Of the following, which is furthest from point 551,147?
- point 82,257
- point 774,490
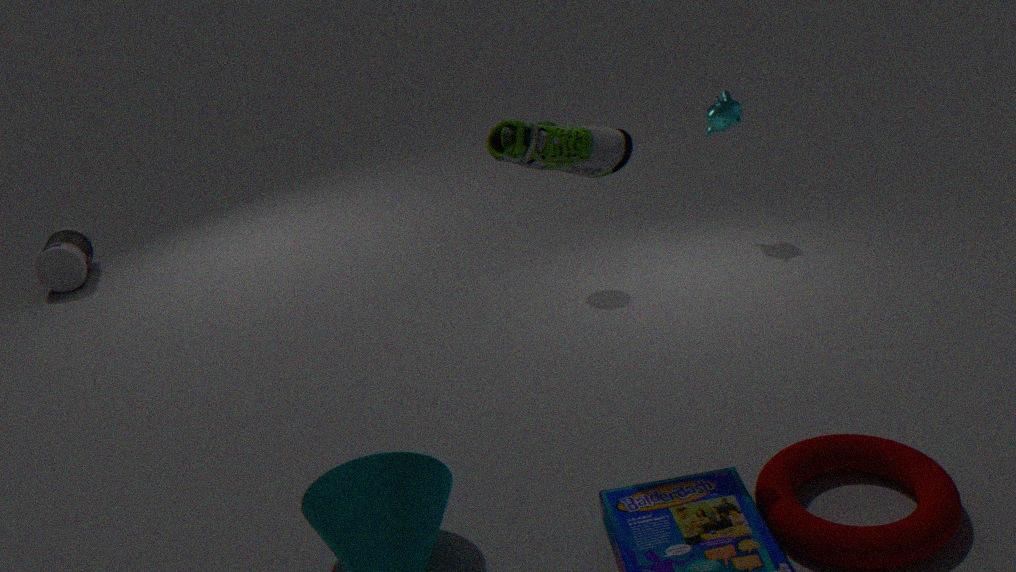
point 82,257
